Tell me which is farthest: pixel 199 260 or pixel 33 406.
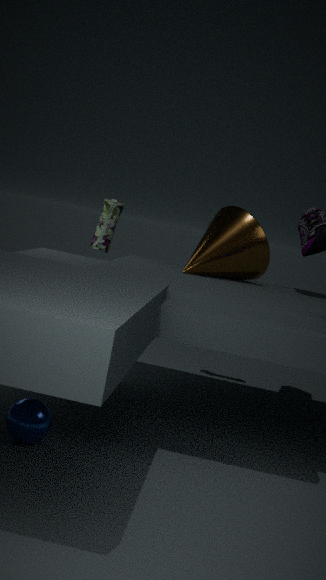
pixel 199 260
